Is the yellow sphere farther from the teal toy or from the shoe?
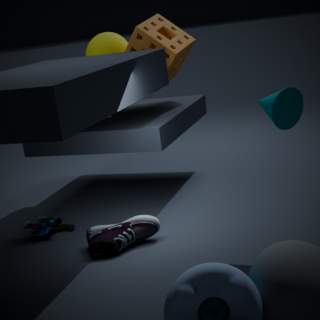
the shoe
